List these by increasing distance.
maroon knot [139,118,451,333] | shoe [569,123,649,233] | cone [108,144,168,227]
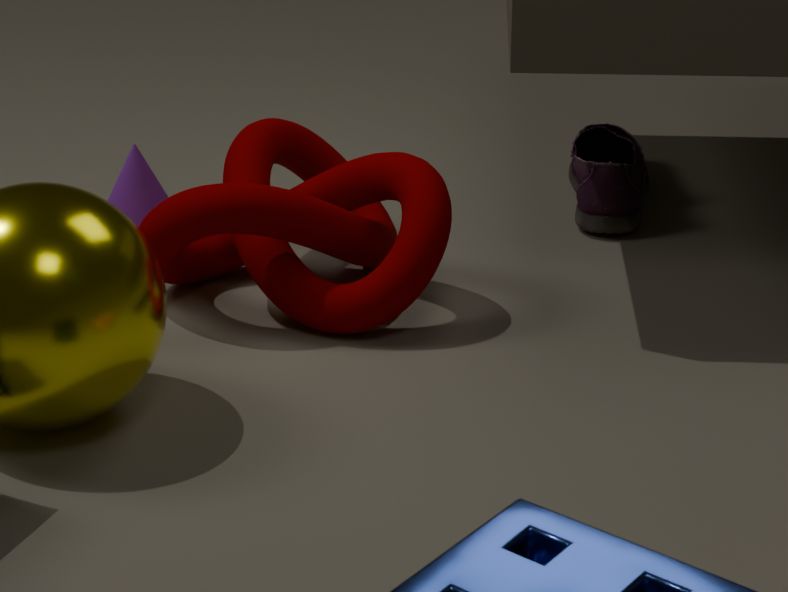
1. maroon knot [139,118,451,333]
2. cone [108,144,168,227]
3. shoe [569,123,649,233]
